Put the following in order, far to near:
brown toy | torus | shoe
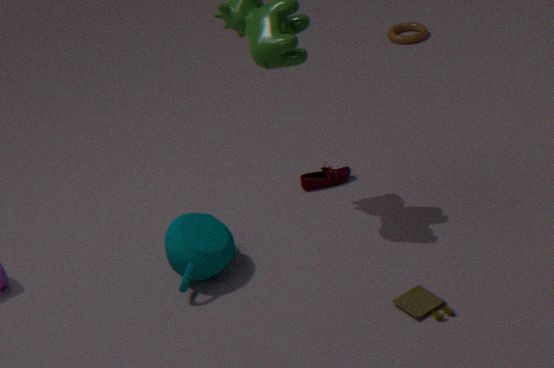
torus → shoe → brown toy
